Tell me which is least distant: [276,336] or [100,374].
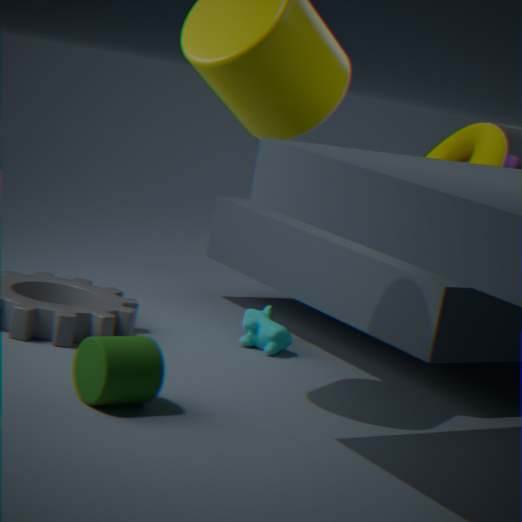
[100,374]
